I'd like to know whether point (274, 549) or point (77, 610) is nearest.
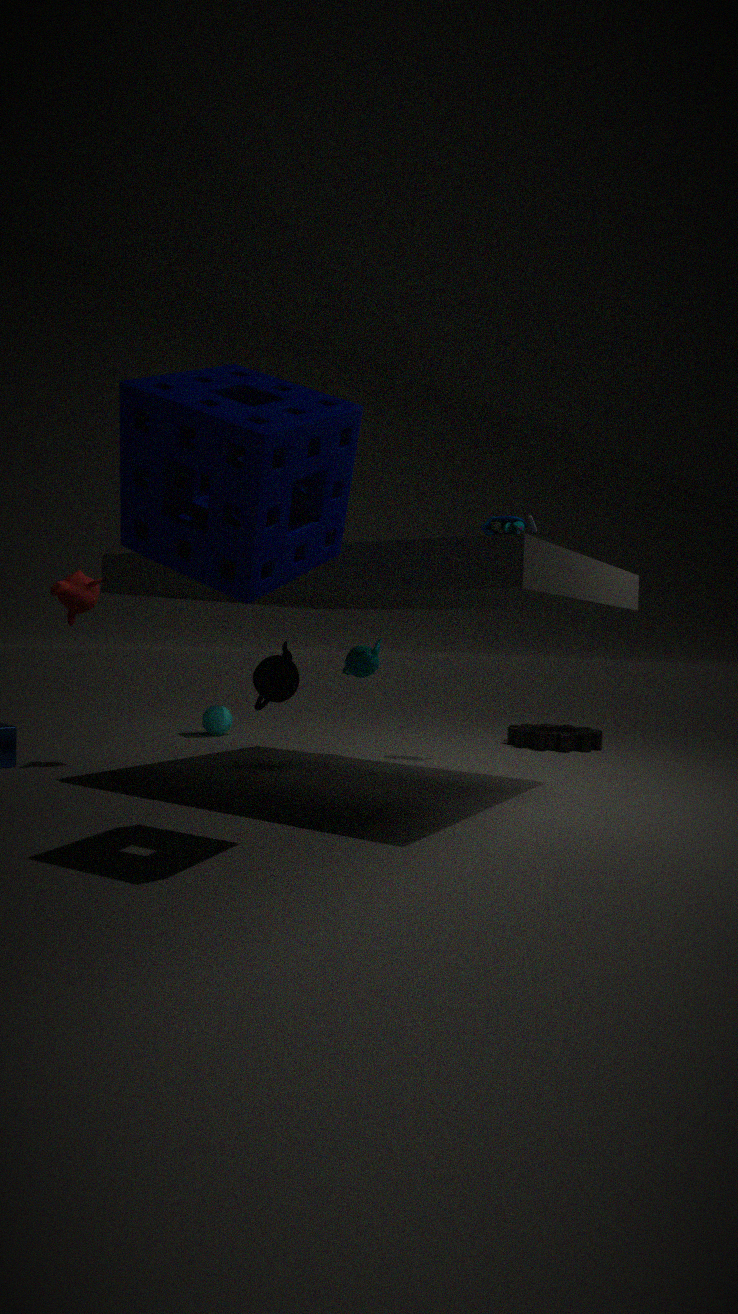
point (274, 549)
